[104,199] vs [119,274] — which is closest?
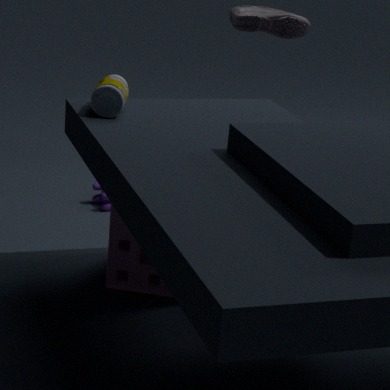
[119,274]
